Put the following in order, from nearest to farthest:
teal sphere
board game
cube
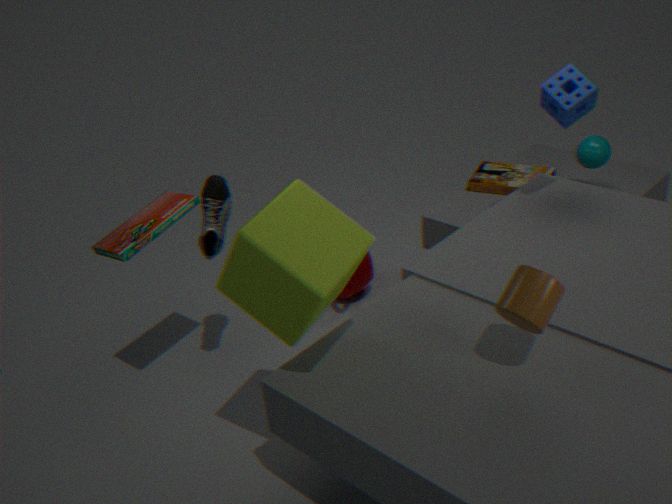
cube → board game → teal sphere
